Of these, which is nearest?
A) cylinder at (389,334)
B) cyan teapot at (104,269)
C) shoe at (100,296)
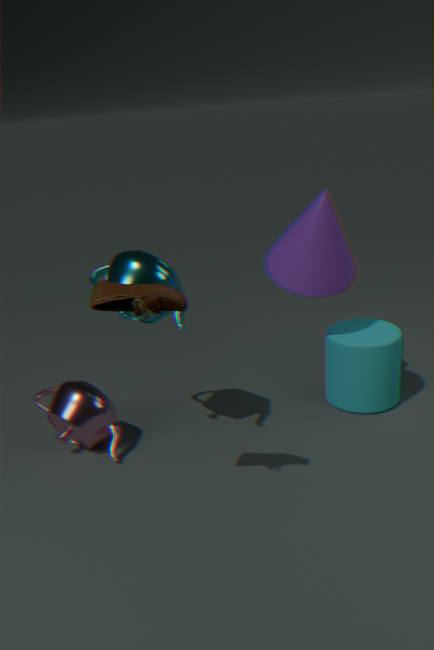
shoe at (100,296)
